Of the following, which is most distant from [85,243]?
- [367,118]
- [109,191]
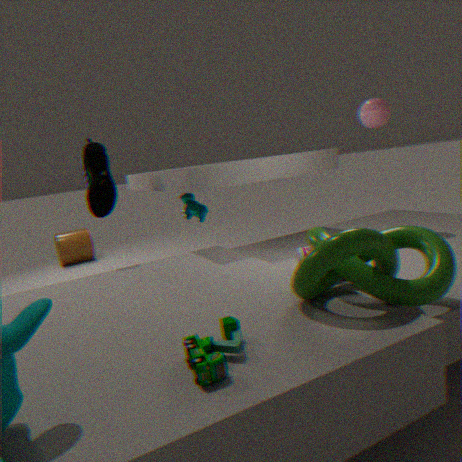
[367,118]
